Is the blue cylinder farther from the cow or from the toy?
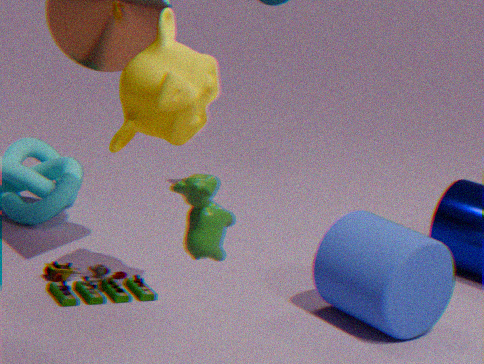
the cow
